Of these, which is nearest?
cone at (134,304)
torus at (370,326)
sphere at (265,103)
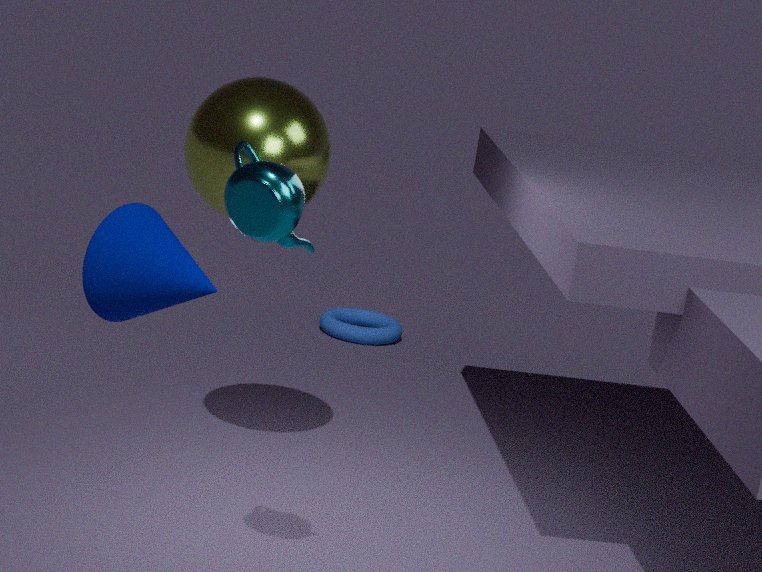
cone at (134,304)
